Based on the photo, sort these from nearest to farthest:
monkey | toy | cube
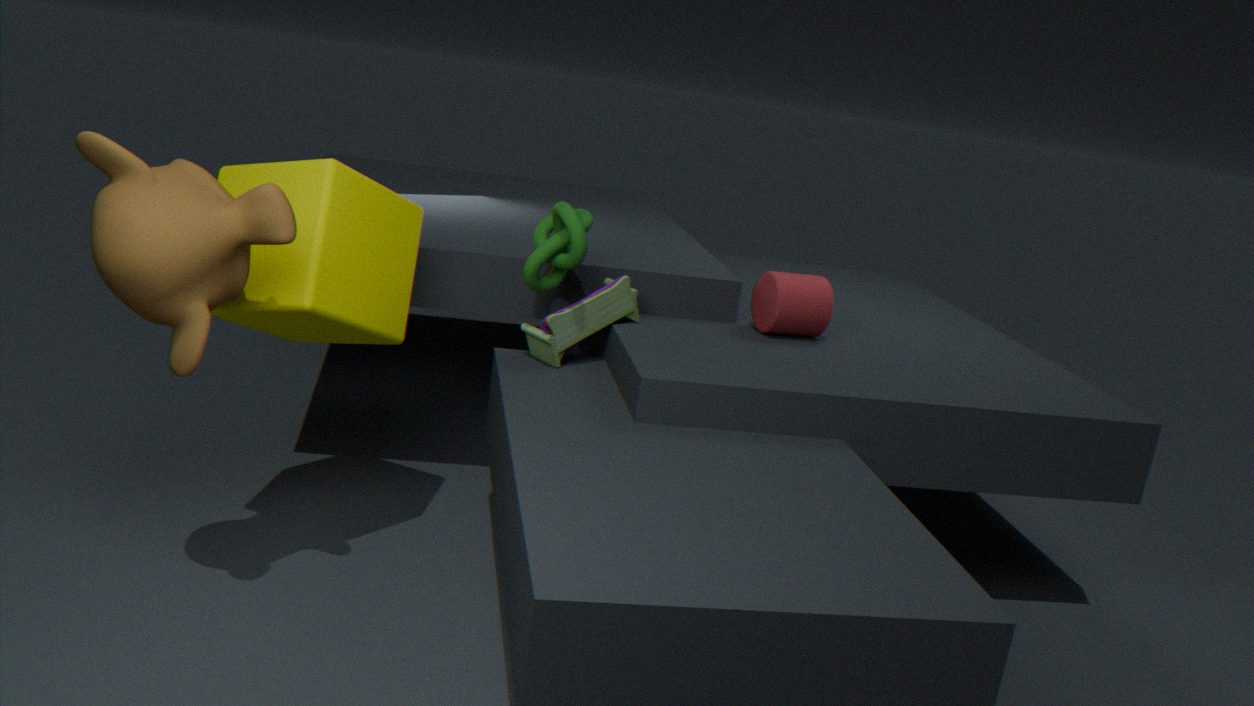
monkey < cube < toy
